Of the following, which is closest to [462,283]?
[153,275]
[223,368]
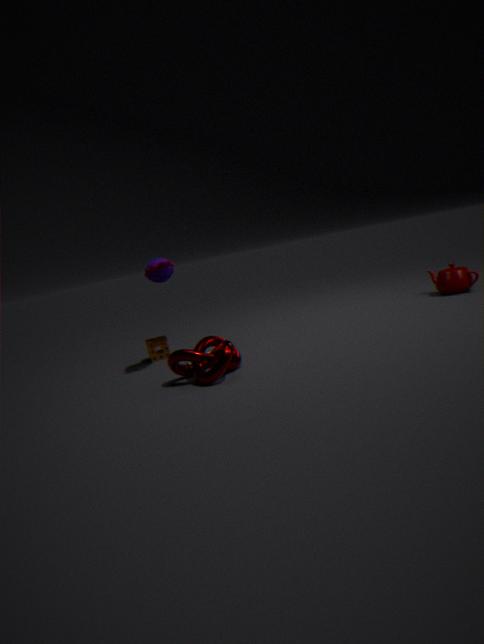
[223,368]
